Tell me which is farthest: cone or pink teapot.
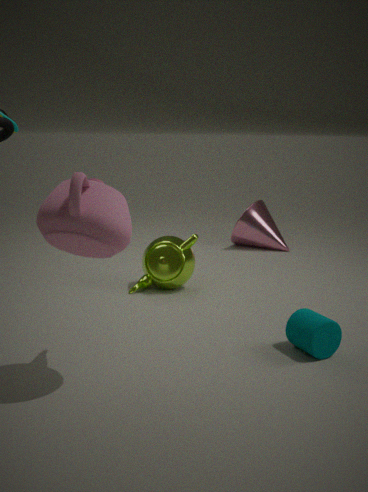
cone
